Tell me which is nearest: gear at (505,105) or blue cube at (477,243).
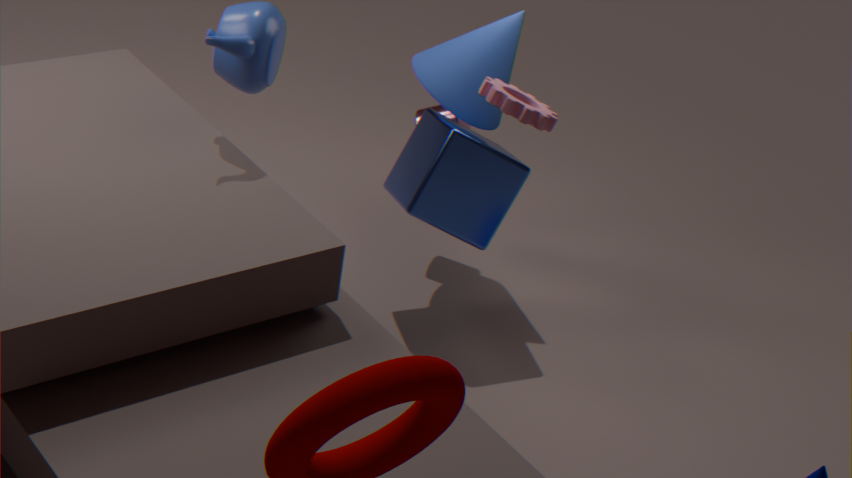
gear at (505,105)
